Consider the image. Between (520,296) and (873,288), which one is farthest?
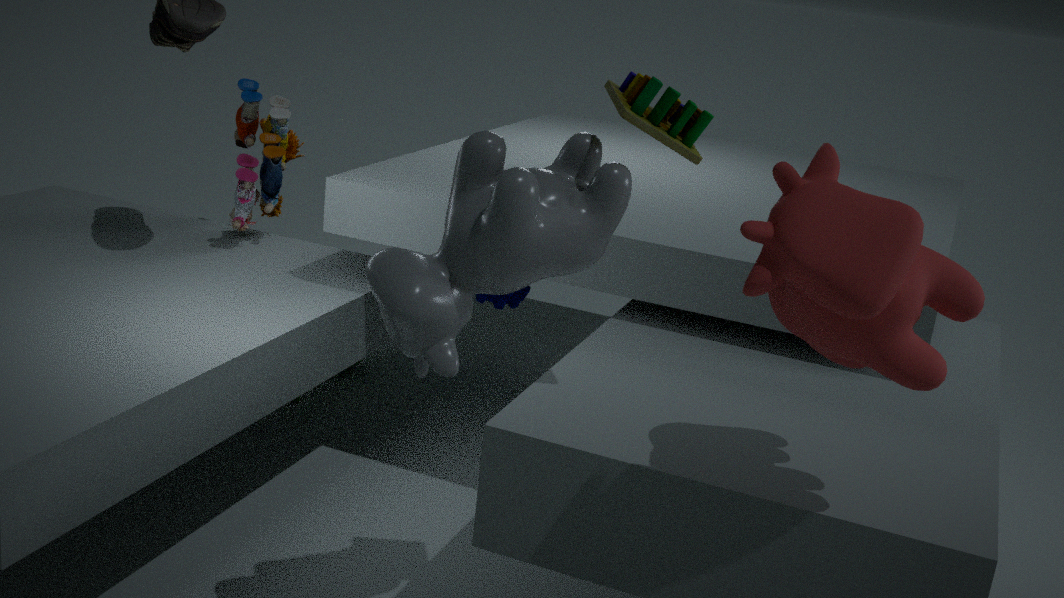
(520,296)
